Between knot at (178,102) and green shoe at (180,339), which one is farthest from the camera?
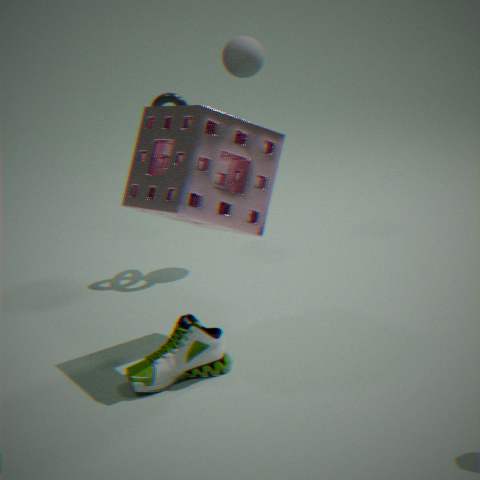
knot at (178,102)
